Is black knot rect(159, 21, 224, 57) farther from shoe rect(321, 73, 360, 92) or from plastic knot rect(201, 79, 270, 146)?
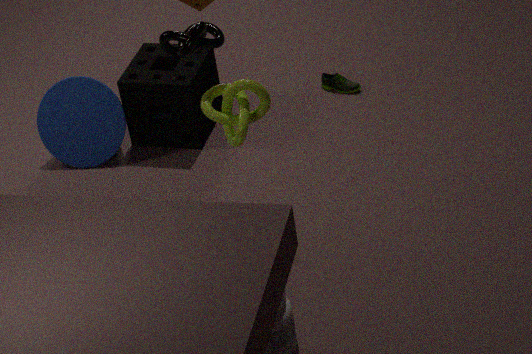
shoe rect(321, 73, 360, 92)
